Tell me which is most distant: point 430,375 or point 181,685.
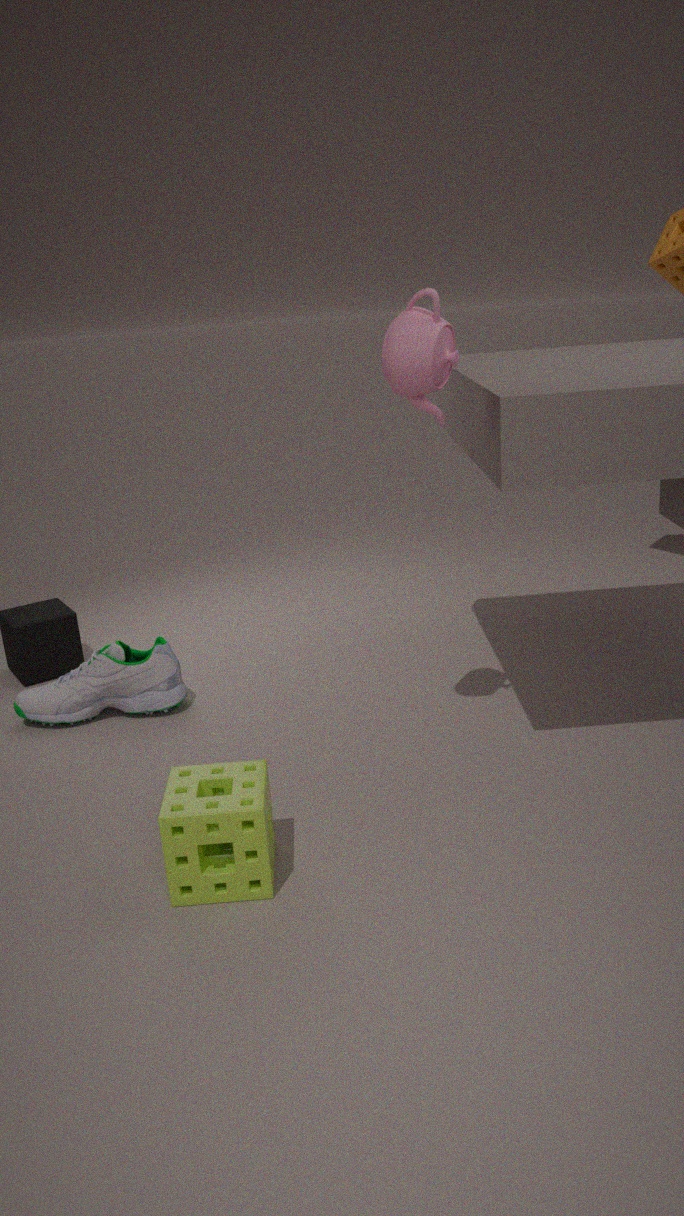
point 181,685
